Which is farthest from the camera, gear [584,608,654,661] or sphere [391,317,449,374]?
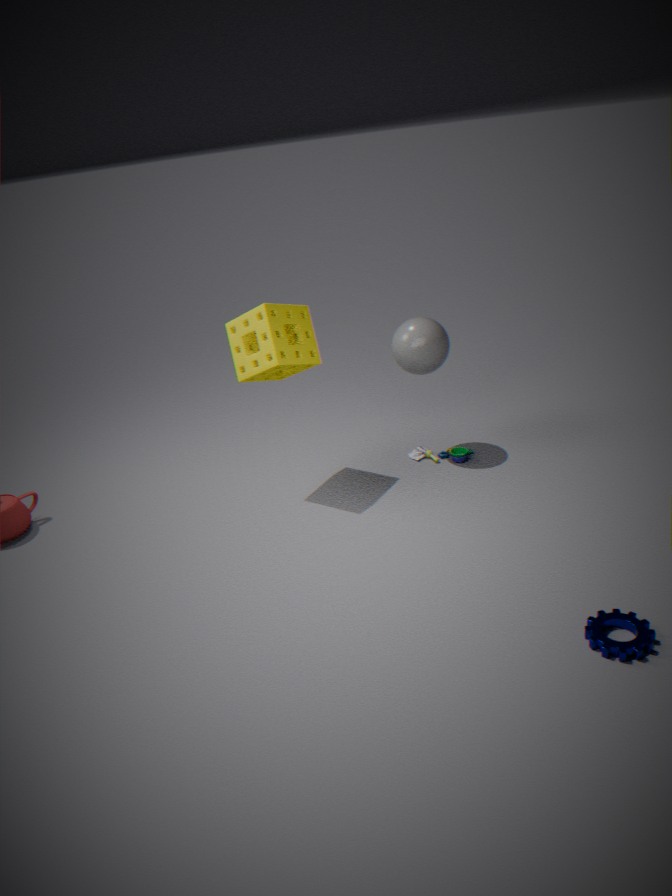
sphere [391,317,449,374]
